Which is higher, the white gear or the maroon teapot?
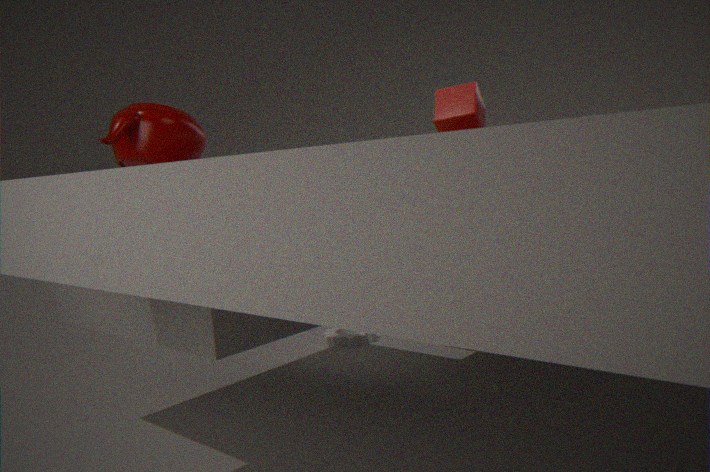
the maroon teapot
